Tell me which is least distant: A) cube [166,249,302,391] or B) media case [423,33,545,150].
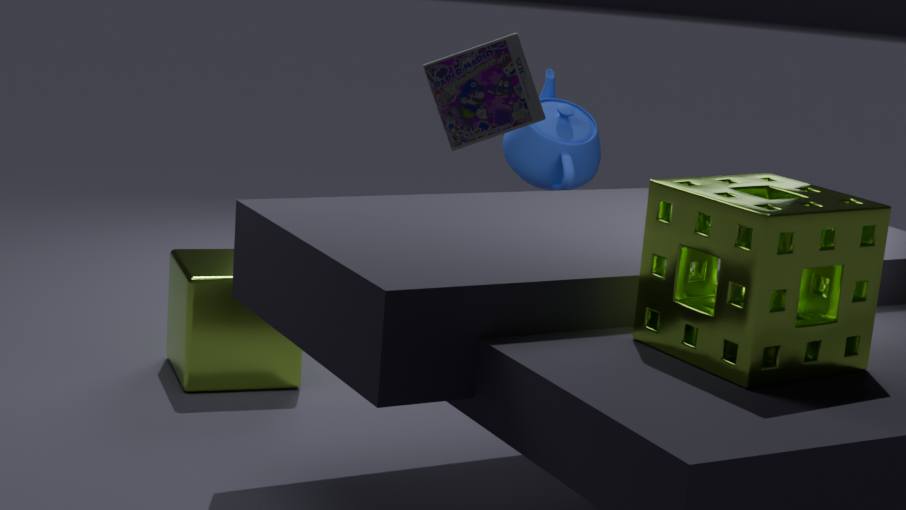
B. media case [423,33,545,150]
